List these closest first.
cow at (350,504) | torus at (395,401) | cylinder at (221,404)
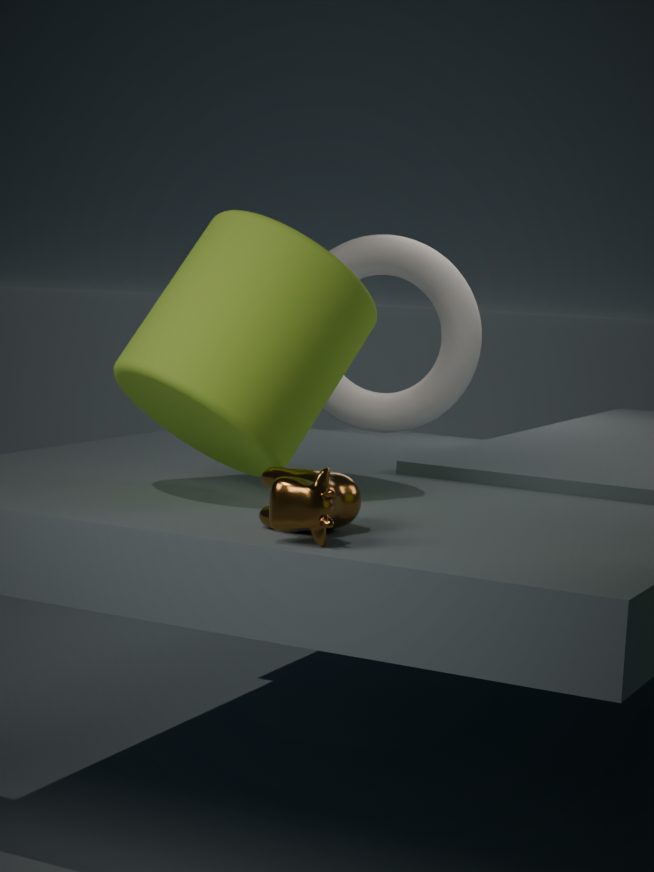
cow at (350,504) → cylinder at (221,404) → torus at (395,401)
